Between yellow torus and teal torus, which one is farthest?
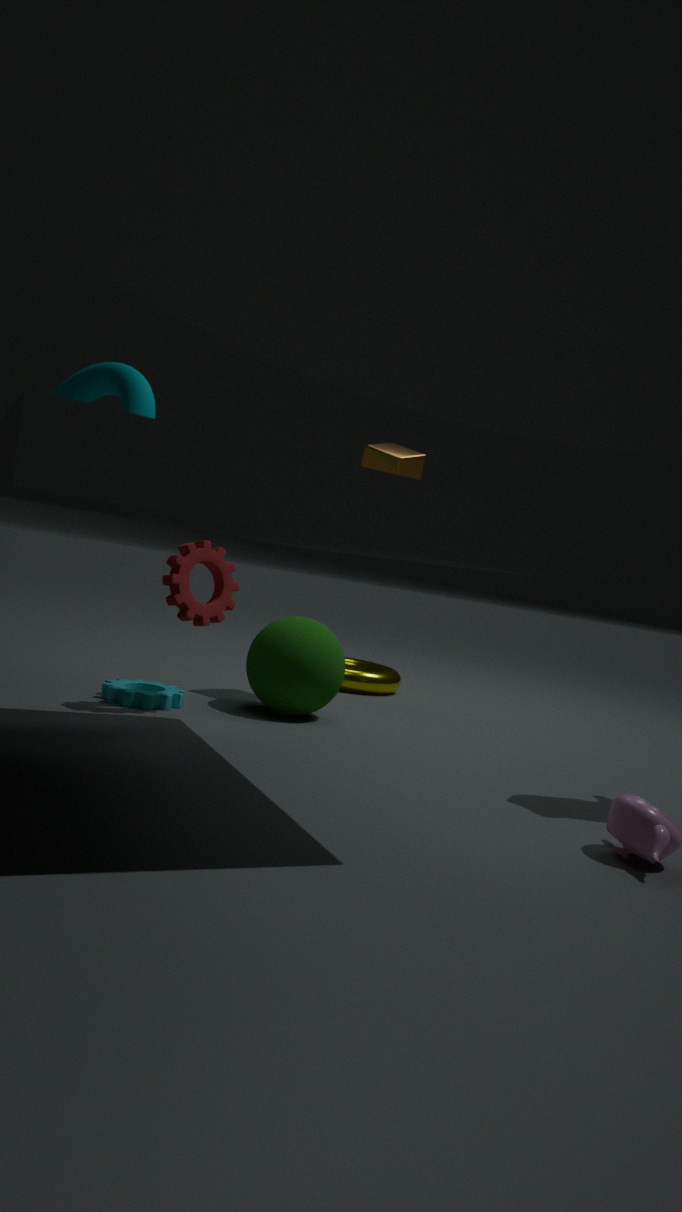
yellow torus
